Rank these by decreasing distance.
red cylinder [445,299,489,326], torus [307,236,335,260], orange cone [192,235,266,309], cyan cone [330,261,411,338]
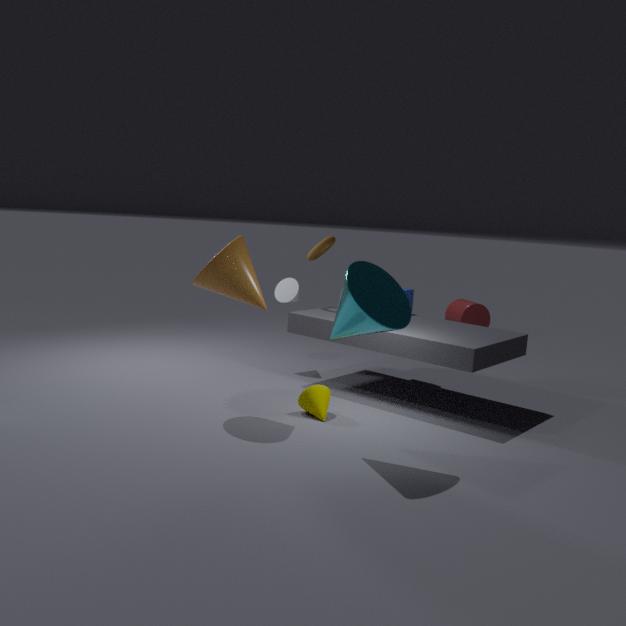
red cylinder [445,299,489,326]
torus [307,236,335,260]
orange cone [192,235,266,309]
cyan cone [330,261,411,338]
